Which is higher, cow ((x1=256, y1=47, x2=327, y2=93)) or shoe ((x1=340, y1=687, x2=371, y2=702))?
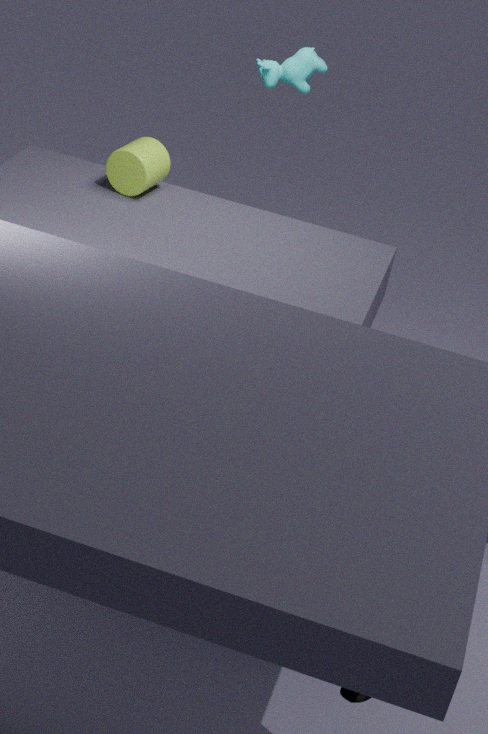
cow ((x1=256, y1=47, x2=327, y2=93))
